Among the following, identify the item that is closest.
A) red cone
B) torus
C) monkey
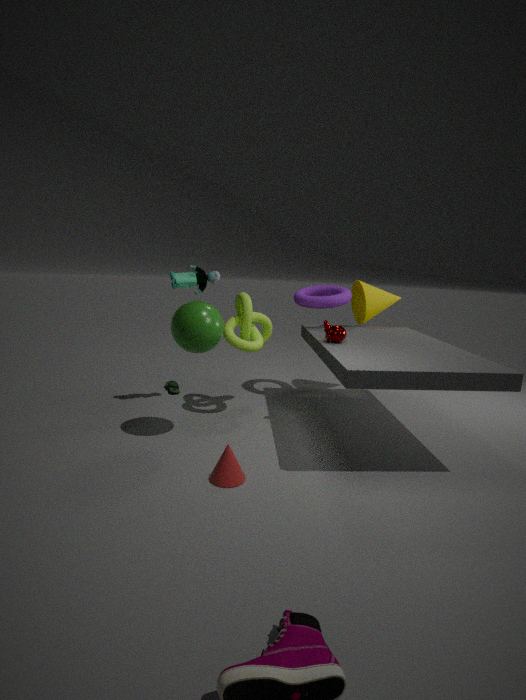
red cone
